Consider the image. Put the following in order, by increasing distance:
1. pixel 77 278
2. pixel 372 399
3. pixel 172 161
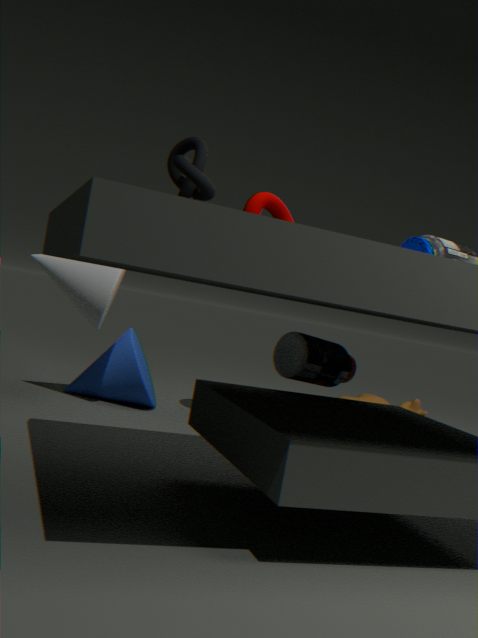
pixel 172 161
pixel 77 278
pixel 372 399
